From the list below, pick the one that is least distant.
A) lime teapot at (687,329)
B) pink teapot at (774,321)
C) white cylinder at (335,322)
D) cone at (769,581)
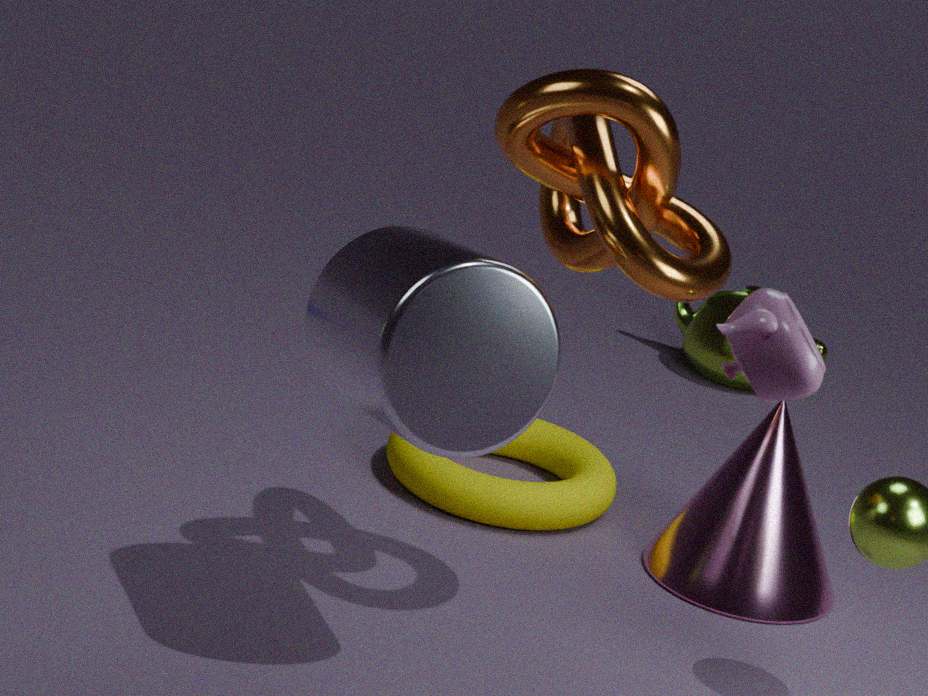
pink teapot at (774,321)
